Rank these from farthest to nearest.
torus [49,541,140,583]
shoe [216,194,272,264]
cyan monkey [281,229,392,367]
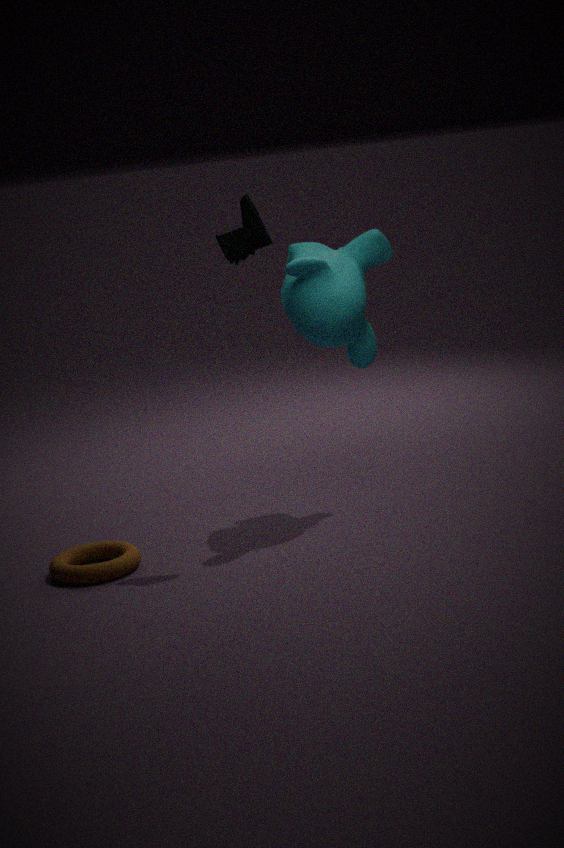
cyan monkey [281,229,392,367] < shoe [216,194,272,264] < torus [49,541,140,583]
